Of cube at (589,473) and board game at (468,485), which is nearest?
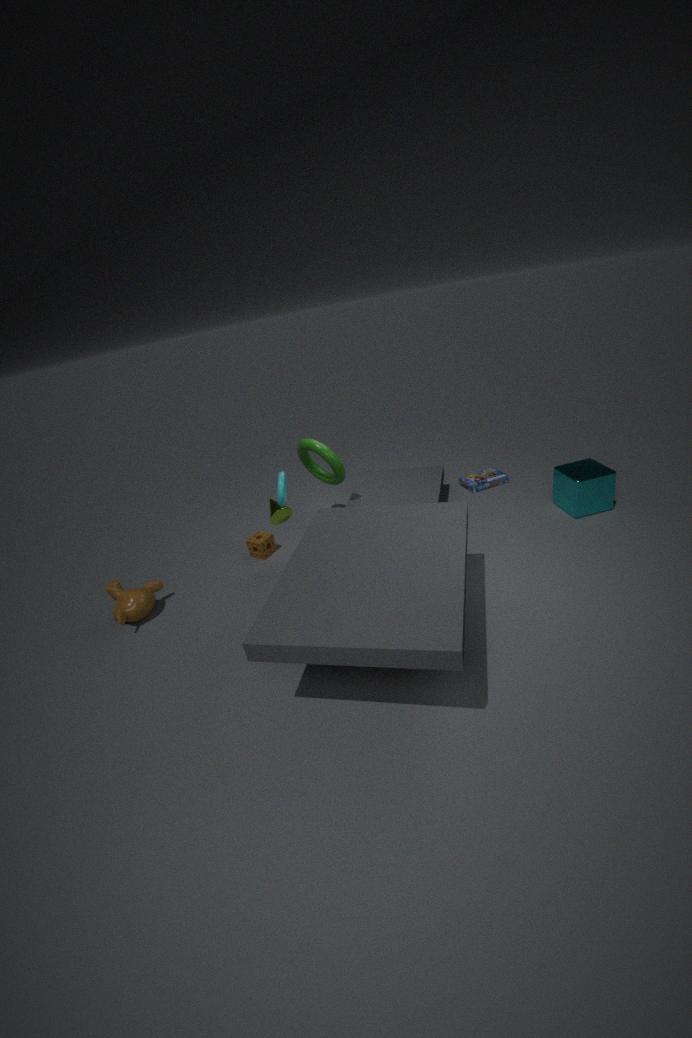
cube at (589,473)
